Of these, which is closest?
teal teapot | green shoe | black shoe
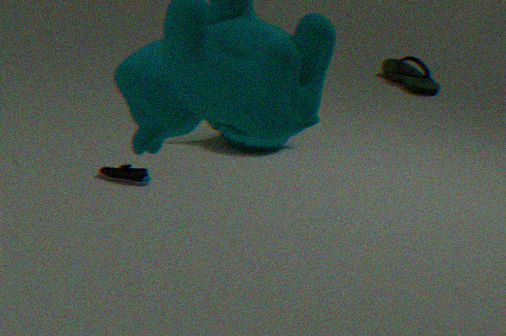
black shoe
